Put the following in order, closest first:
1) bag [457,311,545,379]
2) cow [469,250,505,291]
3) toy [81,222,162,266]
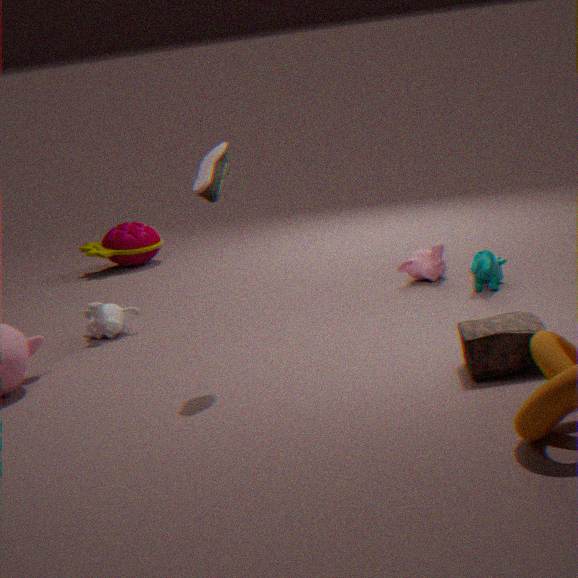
1. bag [457,311,545,379] → 2. cow [469,250,505,291] → 3. toy [81,222,162,266]
